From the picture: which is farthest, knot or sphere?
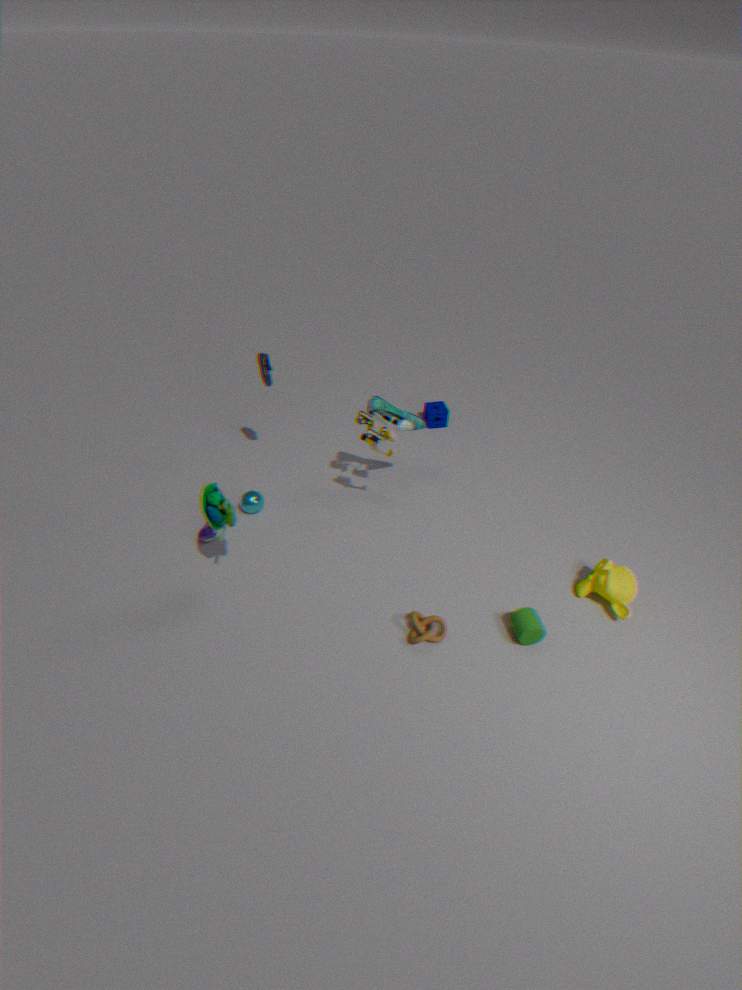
sphere
